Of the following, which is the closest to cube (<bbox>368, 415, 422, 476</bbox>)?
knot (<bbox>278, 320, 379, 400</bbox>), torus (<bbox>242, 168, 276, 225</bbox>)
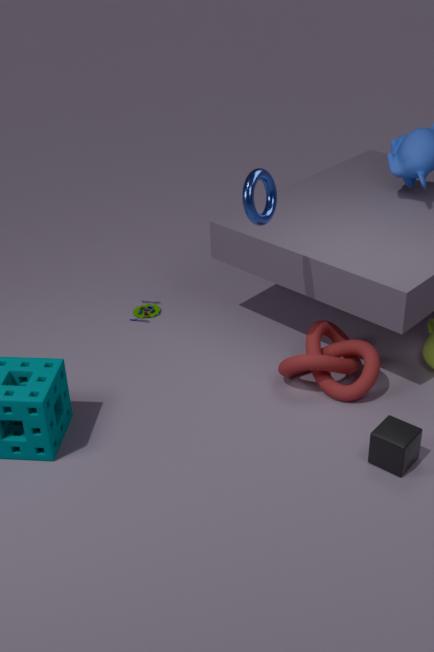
knot (<bbox>278, 320, 379, 400</bbox>)
